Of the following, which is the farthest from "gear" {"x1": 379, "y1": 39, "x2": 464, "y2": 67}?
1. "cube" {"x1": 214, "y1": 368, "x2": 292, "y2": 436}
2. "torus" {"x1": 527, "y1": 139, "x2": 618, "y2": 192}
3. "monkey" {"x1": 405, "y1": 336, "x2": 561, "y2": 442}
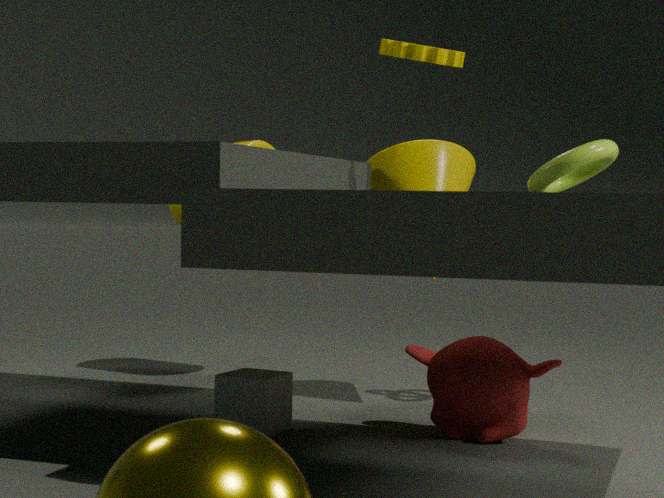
"cube" {"x1": 214, "y1": 368, "x2": 292, "y2": 436}
